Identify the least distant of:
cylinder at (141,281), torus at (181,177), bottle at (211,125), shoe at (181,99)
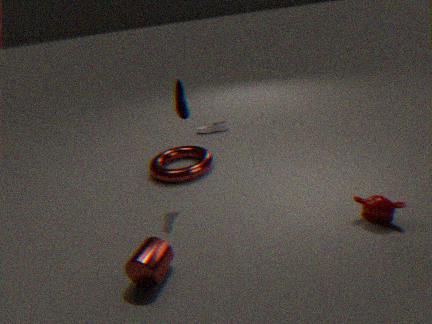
cylinder at (141,281)
